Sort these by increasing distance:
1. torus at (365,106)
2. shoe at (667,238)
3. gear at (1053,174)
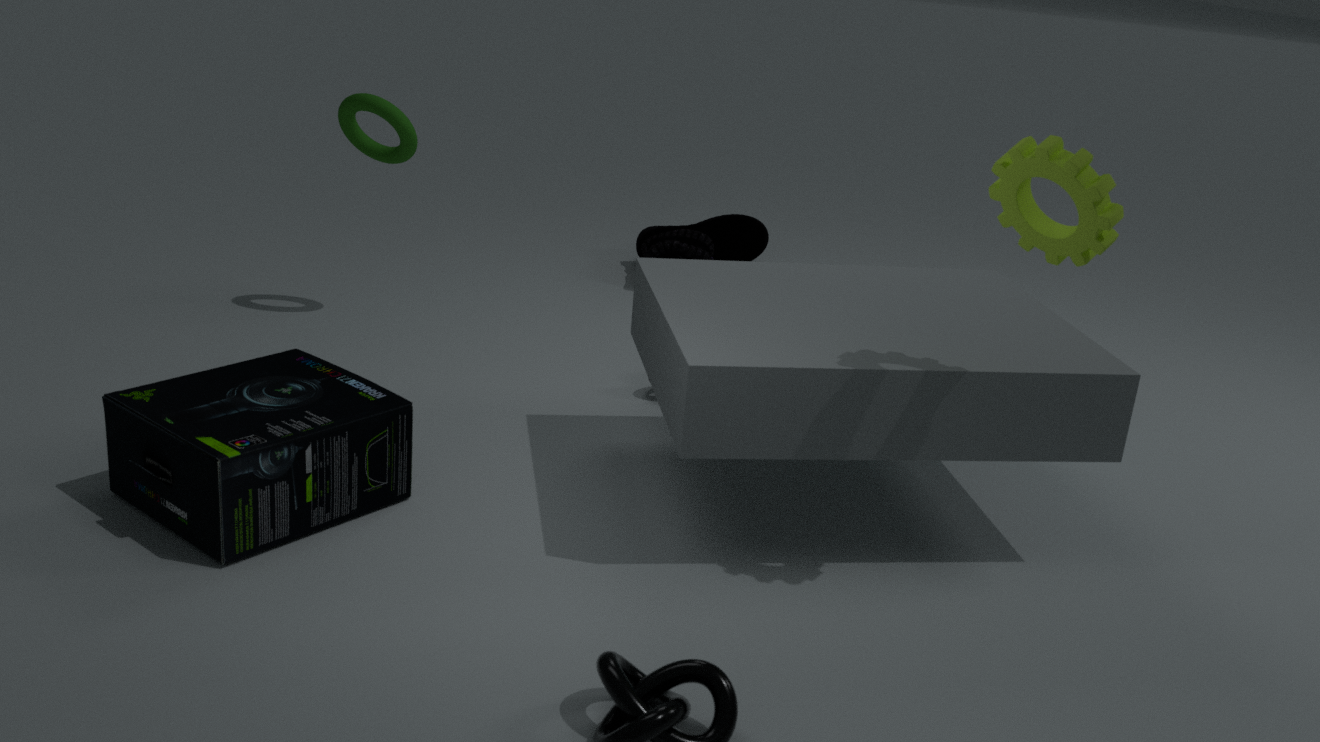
gear at (1053,174)
torus at (365,106)
shoe at (667,238)
